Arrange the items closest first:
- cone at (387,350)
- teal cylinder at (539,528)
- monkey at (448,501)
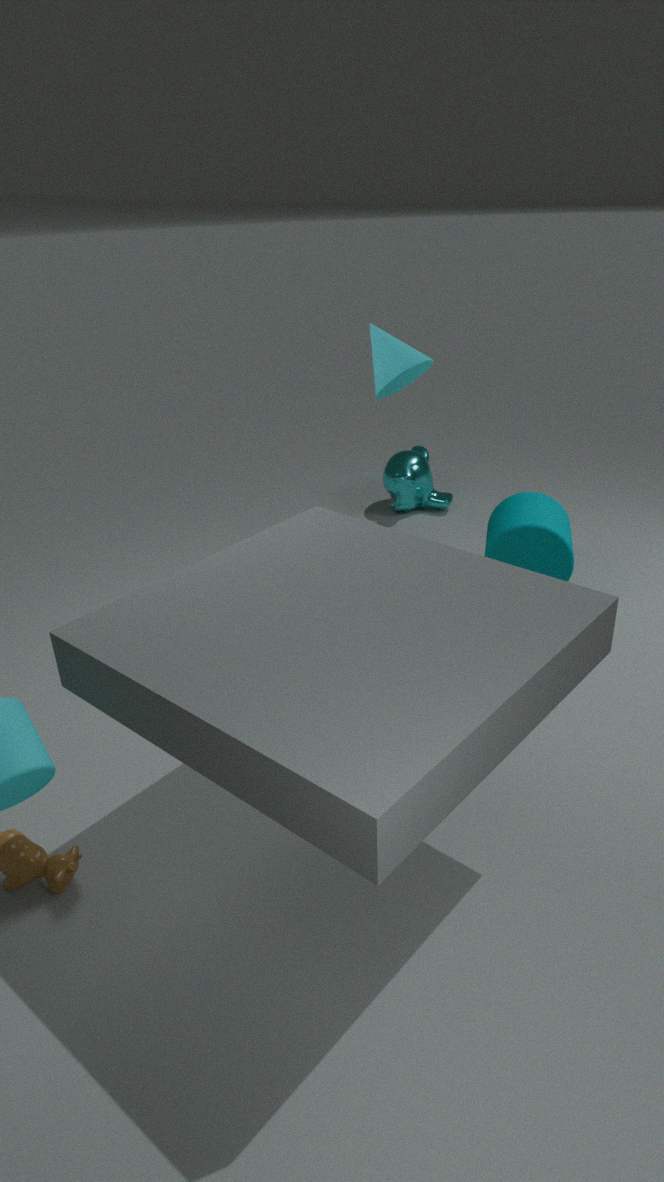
cone at (387,350) < teal cylinder at (539,528) < monkey at (448,501)
